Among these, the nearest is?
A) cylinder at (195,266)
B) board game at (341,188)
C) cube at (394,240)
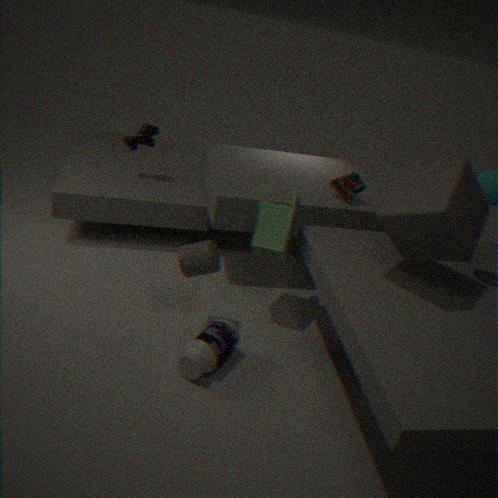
cube at (394,240)
